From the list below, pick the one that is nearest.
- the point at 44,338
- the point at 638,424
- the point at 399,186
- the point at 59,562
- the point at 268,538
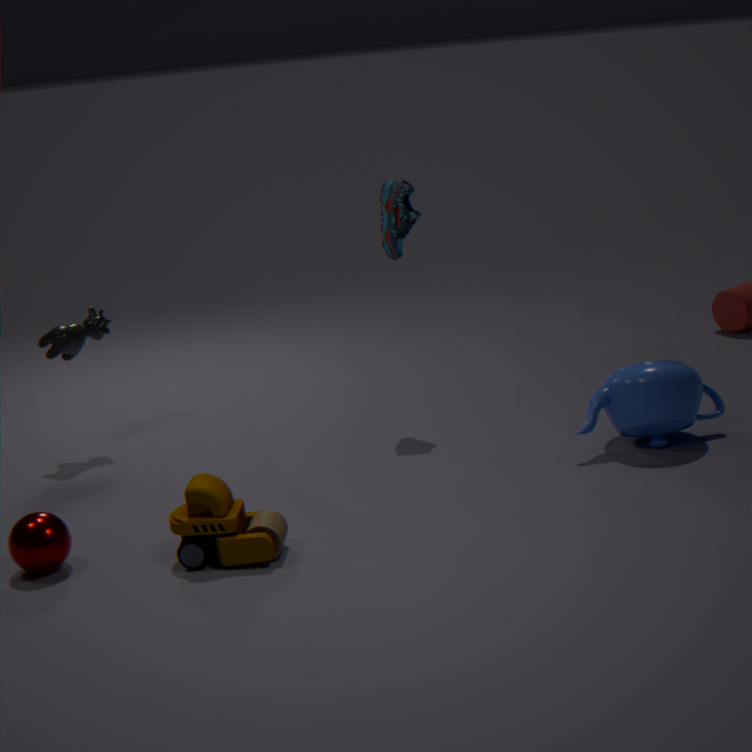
the point at 268,538
